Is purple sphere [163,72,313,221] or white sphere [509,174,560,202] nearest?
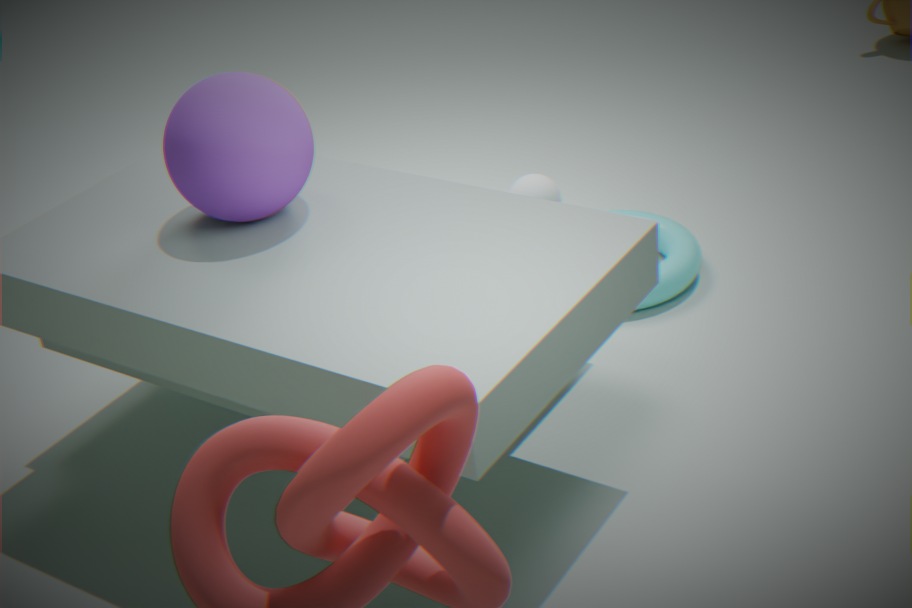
purple sphere [163,72,313,221]
